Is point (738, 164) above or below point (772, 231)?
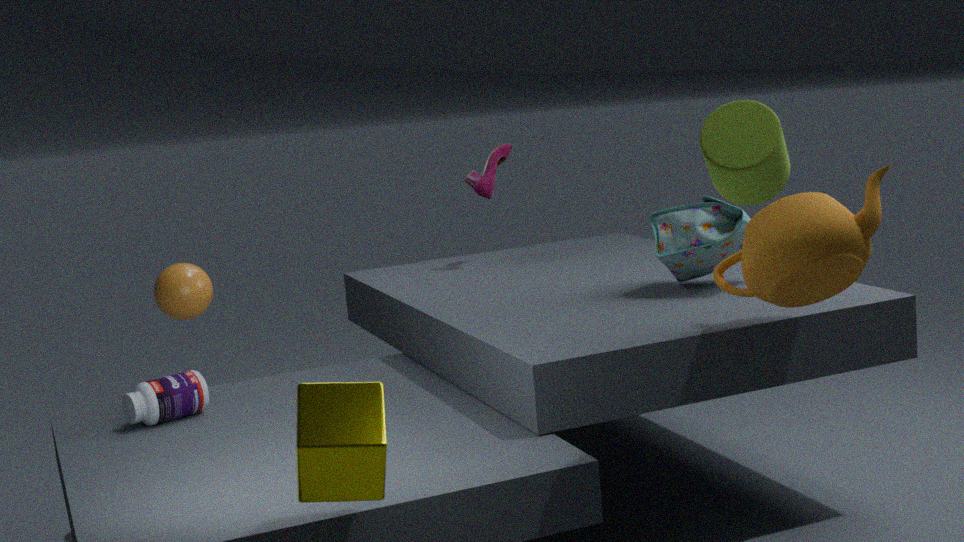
above
